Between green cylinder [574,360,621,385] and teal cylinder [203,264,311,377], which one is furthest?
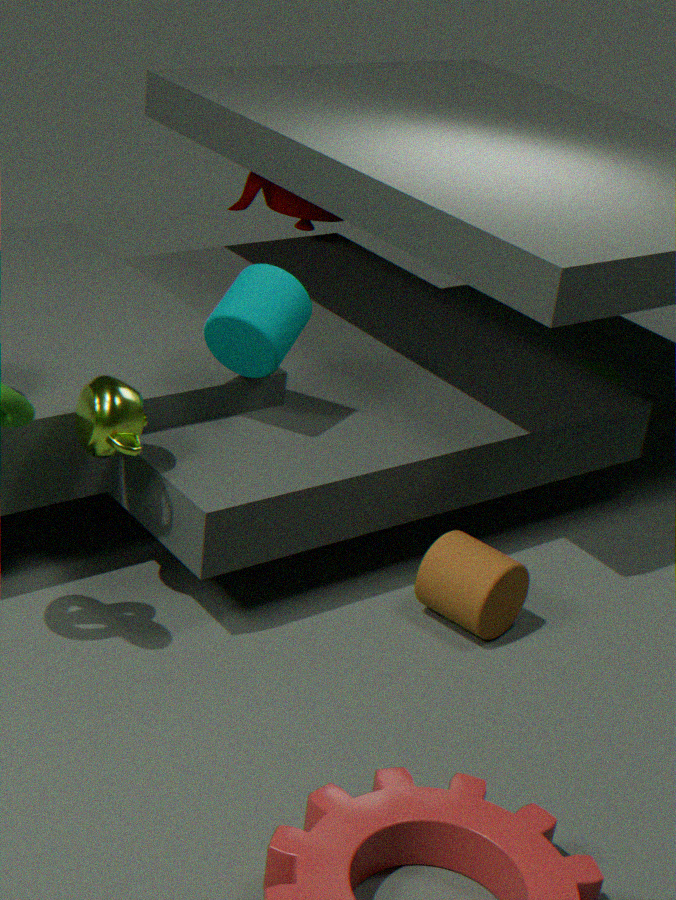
green cylinder [574,360,621,385]
